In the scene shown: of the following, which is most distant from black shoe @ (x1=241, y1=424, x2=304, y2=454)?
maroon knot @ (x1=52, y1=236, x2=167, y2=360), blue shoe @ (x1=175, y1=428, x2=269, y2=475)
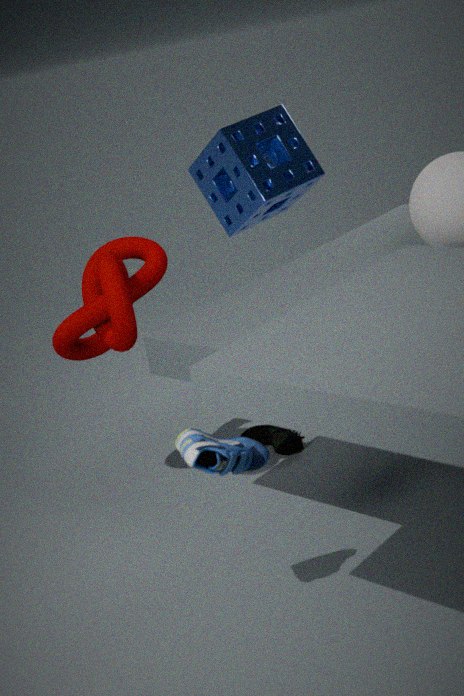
blue shoe @ (x1=175, y1=428, x2=269, y2=475)
